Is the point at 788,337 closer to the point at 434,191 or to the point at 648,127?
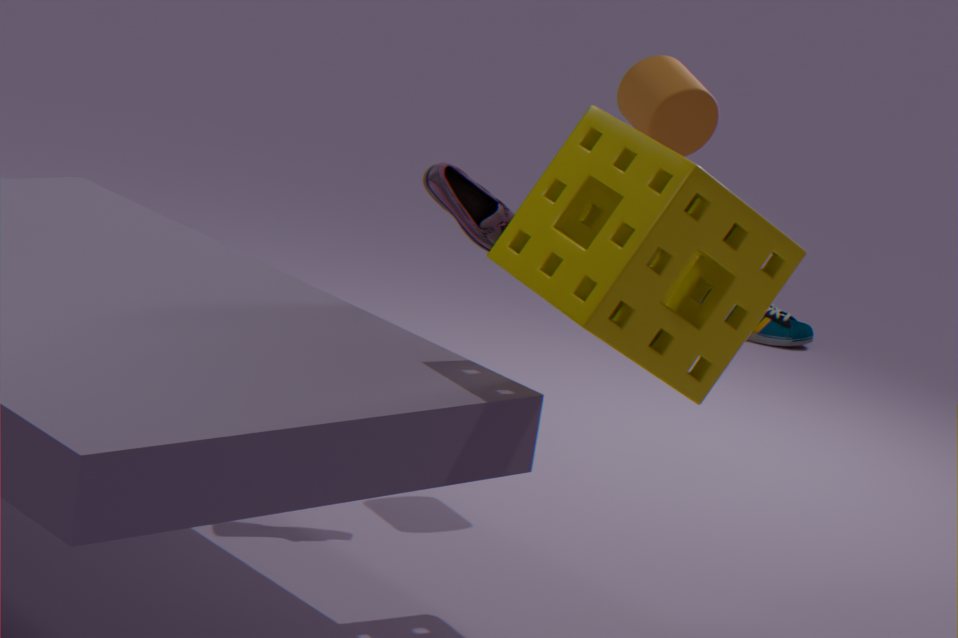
the point at 648,127
